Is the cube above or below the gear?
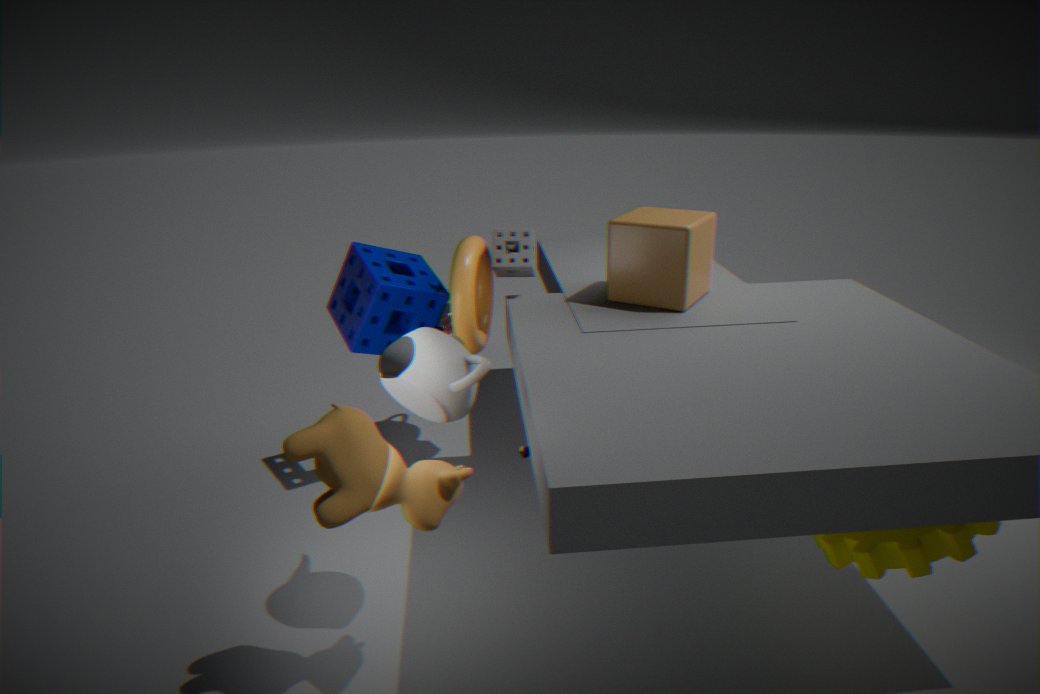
above
